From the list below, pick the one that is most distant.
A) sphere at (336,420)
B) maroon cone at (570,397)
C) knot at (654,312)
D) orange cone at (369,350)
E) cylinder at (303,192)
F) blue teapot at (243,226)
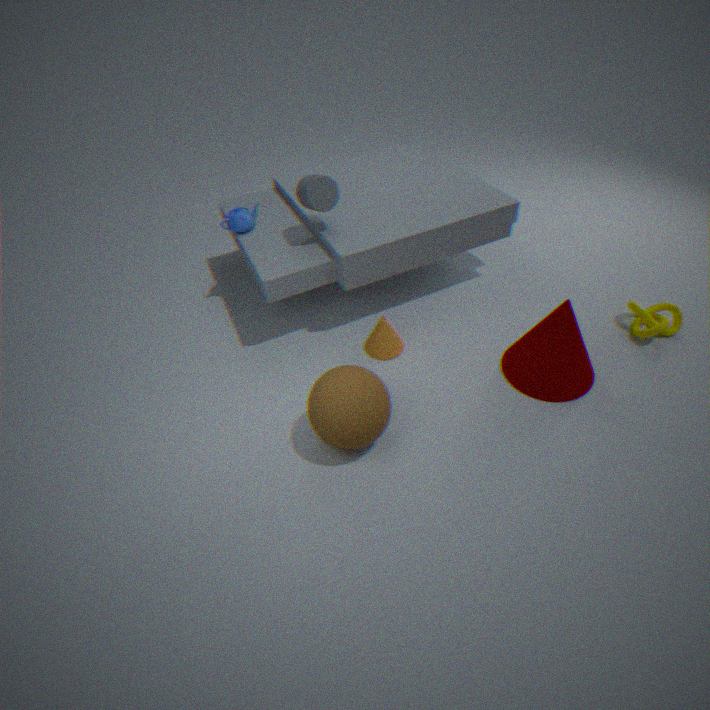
blue teapot at (243,226)
